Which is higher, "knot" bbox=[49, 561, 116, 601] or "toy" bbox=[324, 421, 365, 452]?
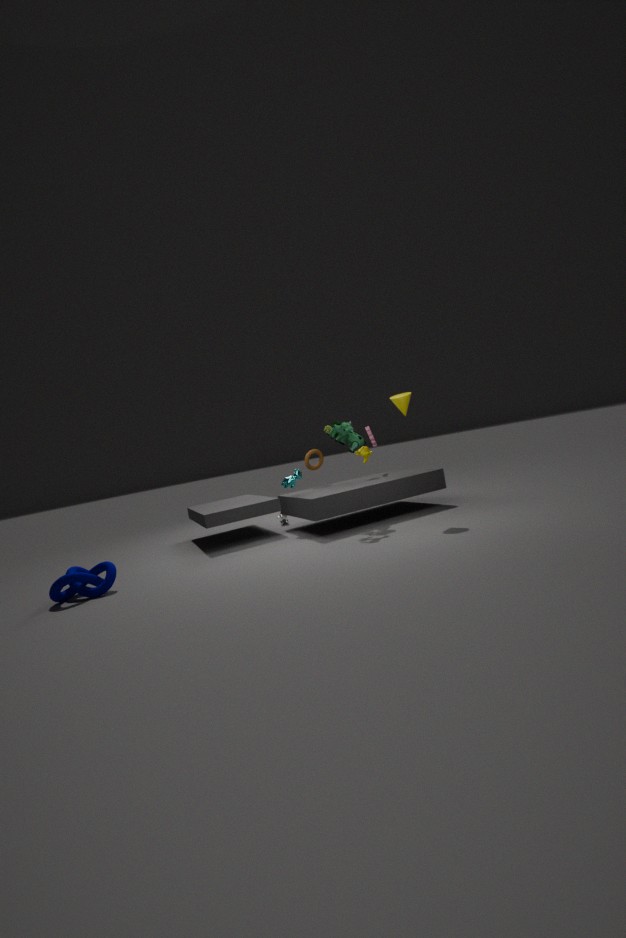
"toy" bbox=[324, 421, 365, 452]
